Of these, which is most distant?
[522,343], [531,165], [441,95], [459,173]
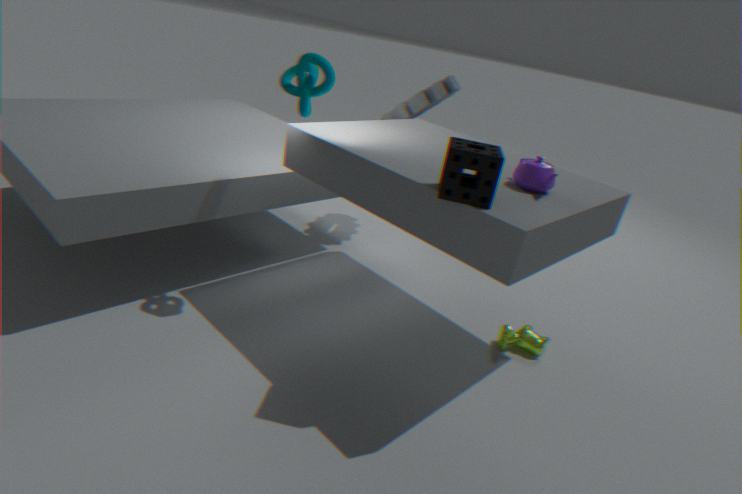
[441,95]
